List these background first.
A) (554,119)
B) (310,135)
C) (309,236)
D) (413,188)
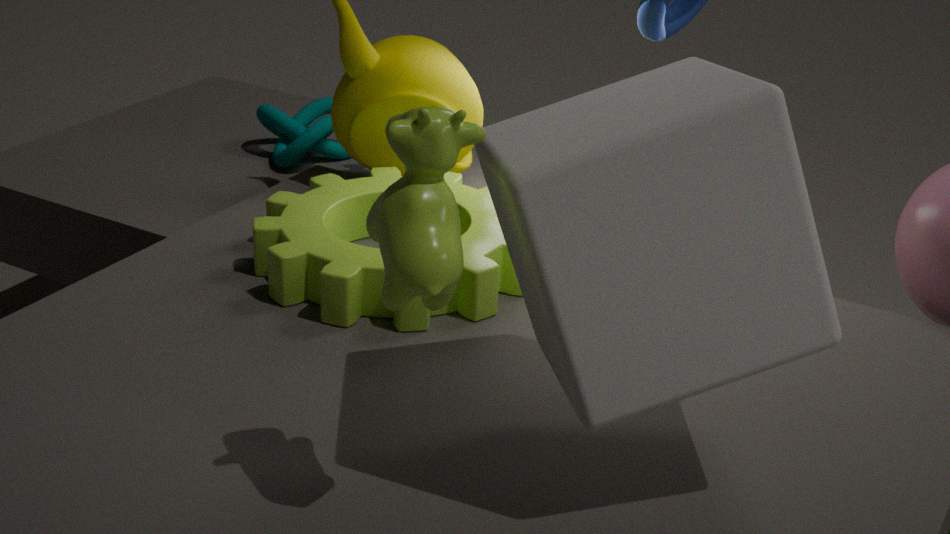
(310,135) < (309,236) < (554,119) < (413,188)
